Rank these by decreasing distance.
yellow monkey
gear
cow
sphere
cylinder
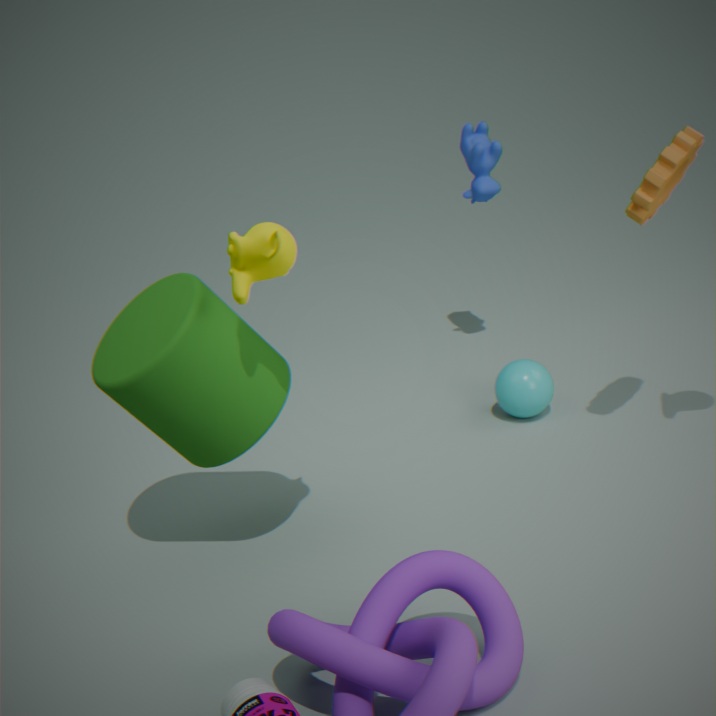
1. cow
2. sphere
3. gear
4. cylinder
5. yellow monkey
